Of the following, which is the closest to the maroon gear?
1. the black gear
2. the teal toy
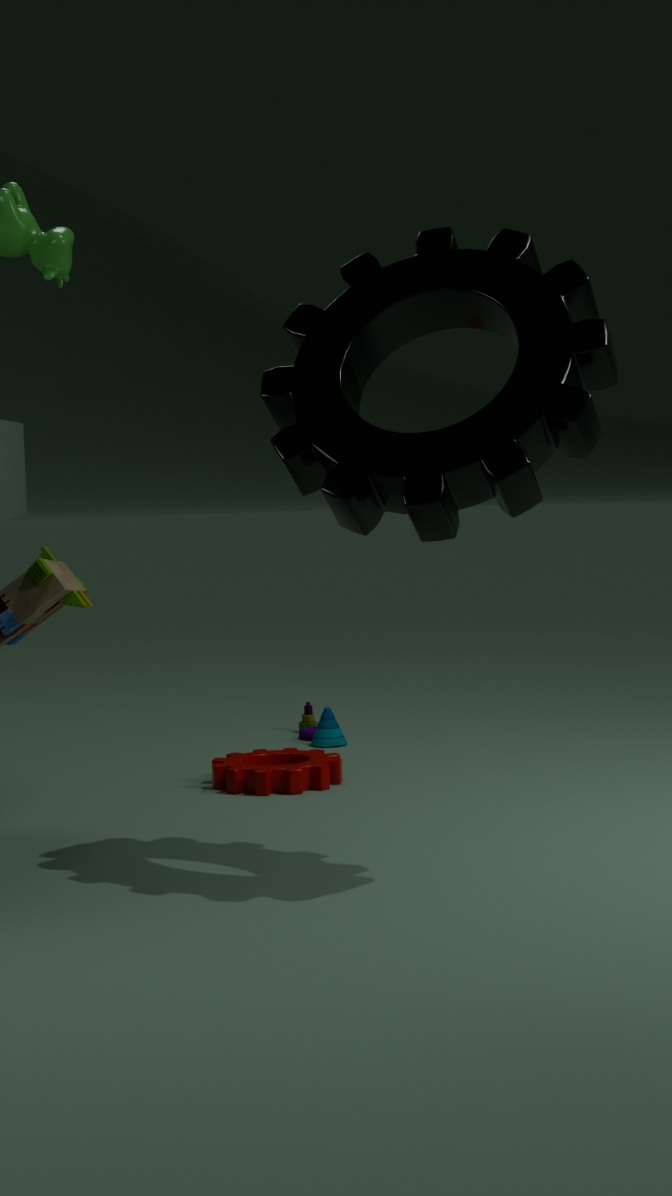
the teal toy
